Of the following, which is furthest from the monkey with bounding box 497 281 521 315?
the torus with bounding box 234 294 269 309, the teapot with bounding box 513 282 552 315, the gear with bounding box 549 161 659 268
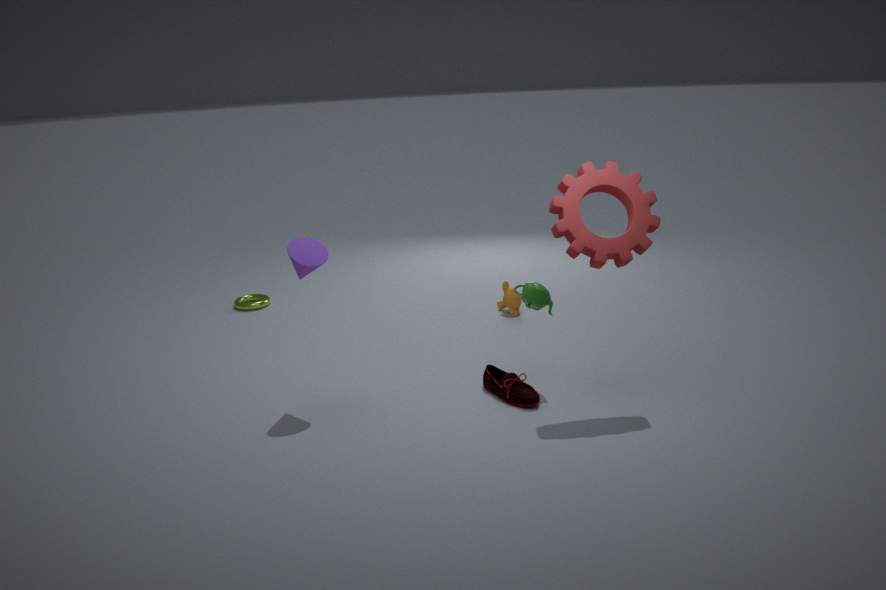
the torus with bounding box 234 294 269 309
